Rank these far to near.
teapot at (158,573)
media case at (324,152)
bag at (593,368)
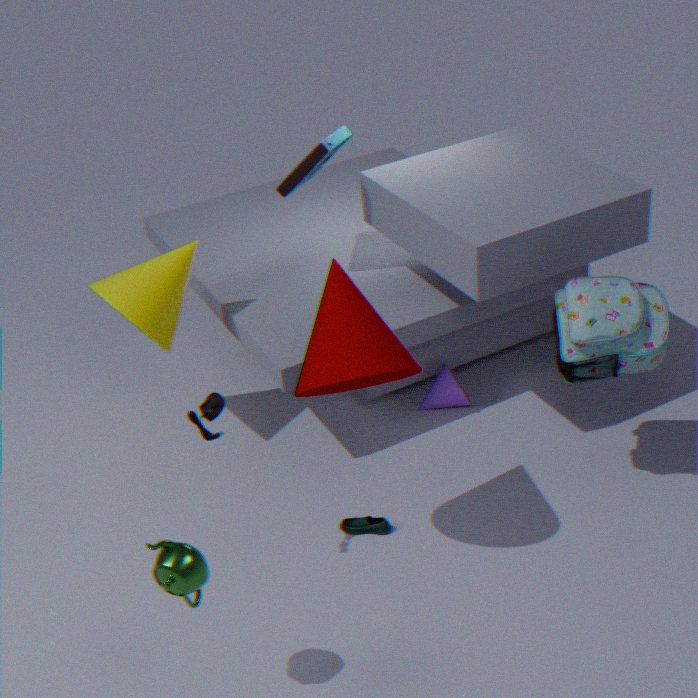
media case at (324,152) < bag at (593,368) < teapot at (158,573)
